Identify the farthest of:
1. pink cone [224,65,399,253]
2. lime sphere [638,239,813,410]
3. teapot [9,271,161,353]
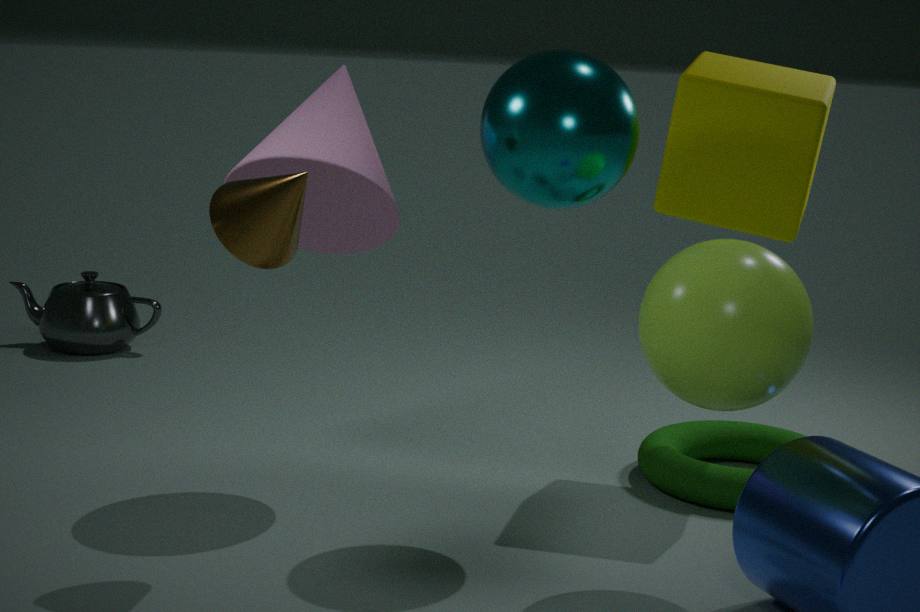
teapot [9,271,161,353]
